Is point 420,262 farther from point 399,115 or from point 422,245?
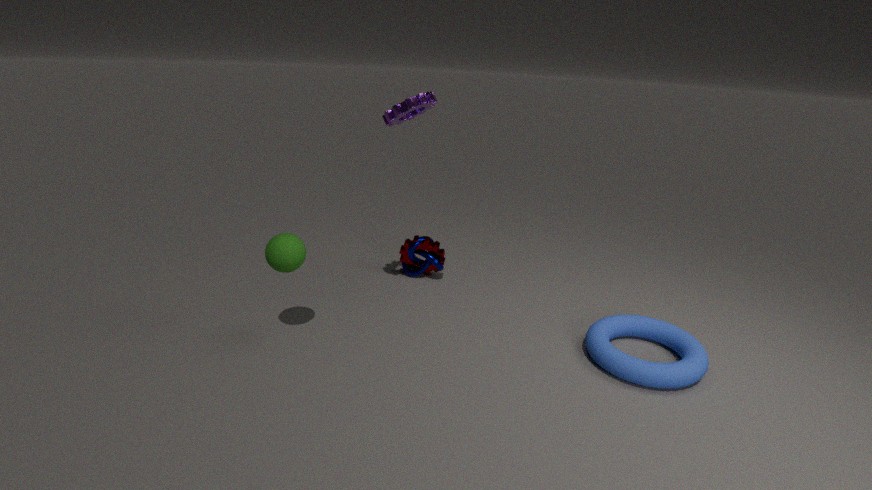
point 399,115
